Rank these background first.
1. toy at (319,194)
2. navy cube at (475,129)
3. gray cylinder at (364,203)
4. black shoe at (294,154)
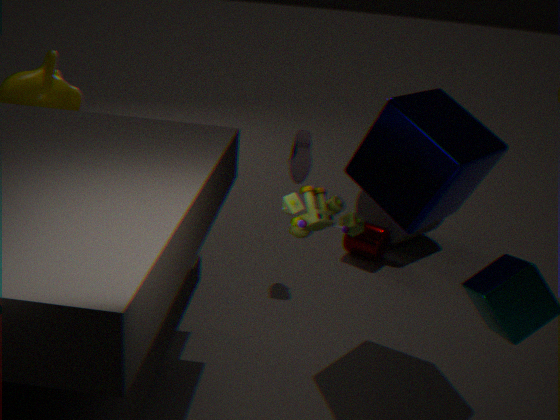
gray cylinder at (364,203)
black shoe at (294,154)
navy cube at (475,129)
toy at (319,194)
